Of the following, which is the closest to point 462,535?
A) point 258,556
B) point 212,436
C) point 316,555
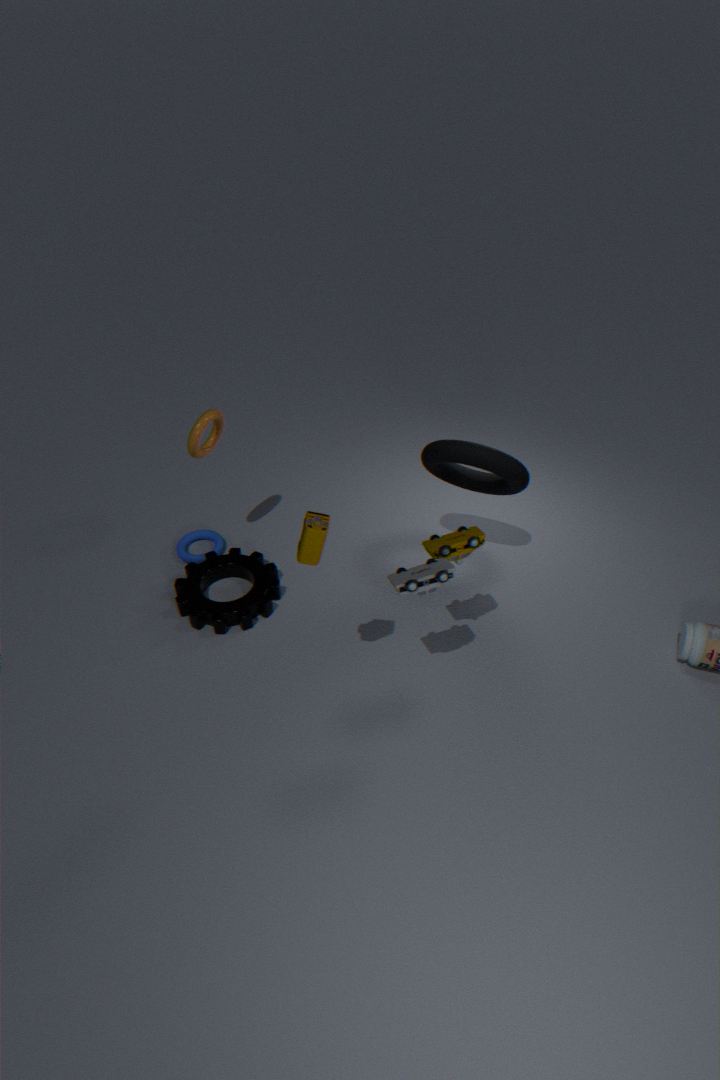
point 316,555
